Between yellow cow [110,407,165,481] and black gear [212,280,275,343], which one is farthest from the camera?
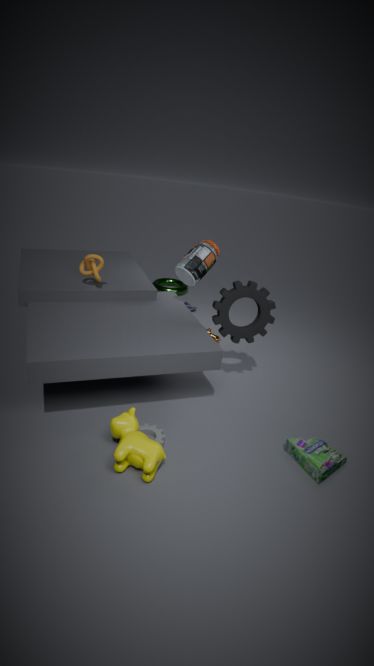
black gear [212,280,275,343]
